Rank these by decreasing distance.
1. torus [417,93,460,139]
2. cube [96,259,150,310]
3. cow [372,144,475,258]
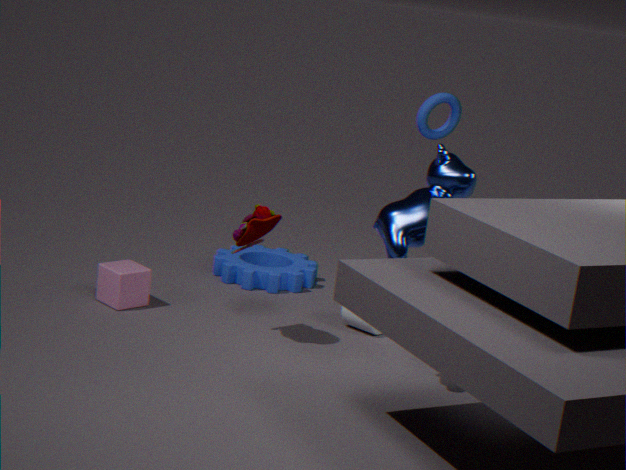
torus [417,93,460,139], cube [96,259,150,310], cow [372,144,475,258]
